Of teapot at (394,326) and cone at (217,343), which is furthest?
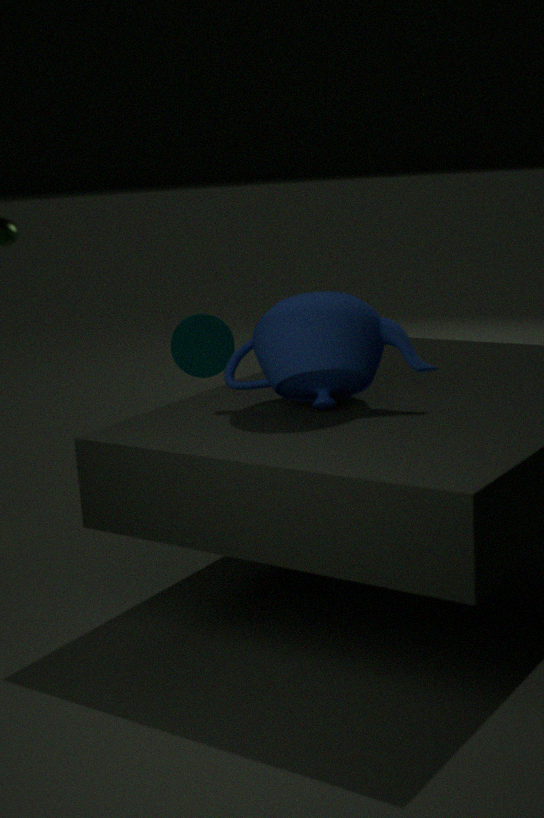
cone at (217,343)
